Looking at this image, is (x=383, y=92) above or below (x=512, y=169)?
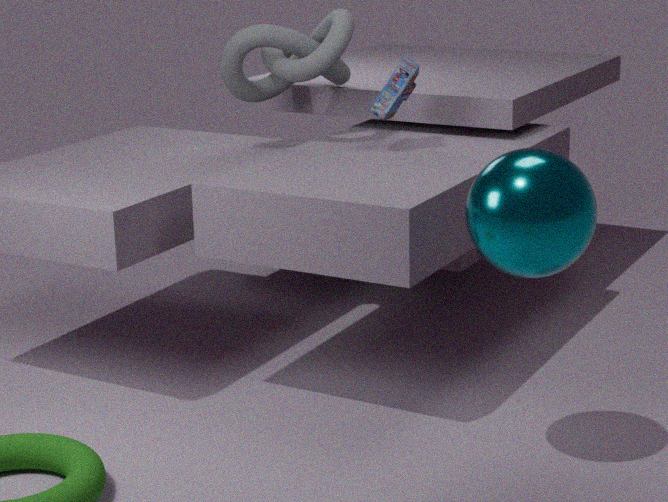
above
